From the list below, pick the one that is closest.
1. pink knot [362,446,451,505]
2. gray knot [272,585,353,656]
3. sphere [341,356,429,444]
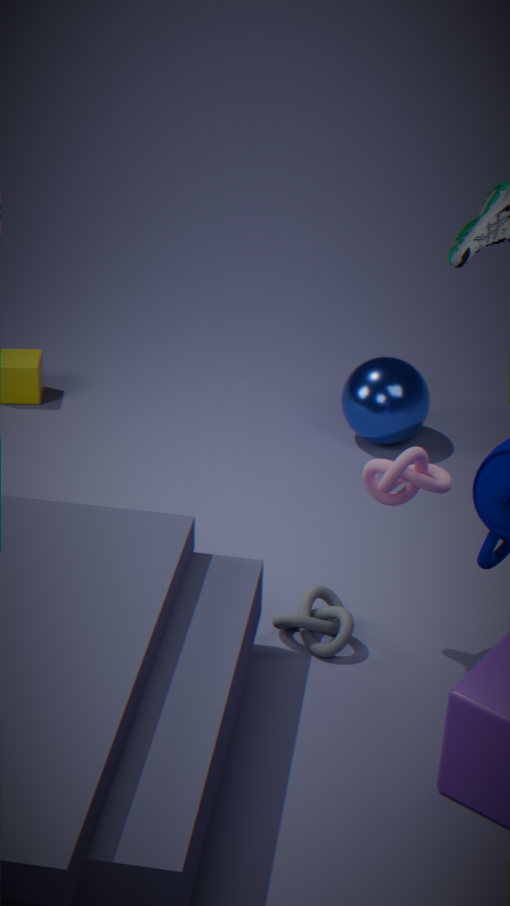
pink knot [362,446,451,505]
